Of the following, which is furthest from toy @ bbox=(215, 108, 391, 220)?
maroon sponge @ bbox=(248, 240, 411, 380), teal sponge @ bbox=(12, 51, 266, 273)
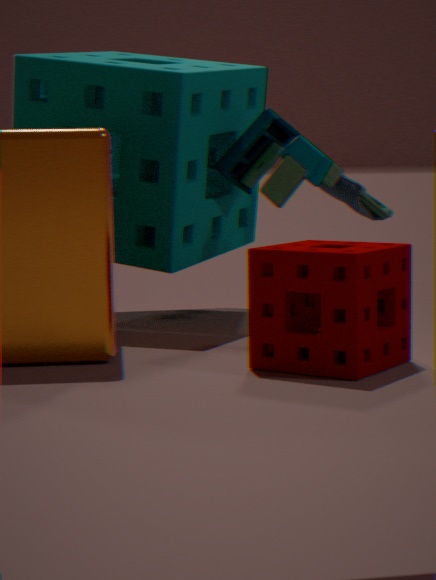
Answer: maroon sponge @ bbox=(248, 240, 411, 380)
